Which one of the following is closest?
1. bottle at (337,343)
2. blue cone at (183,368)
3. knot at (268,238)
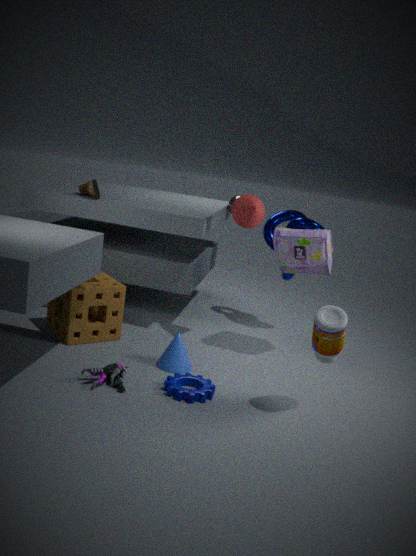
bottle at (337,343)
